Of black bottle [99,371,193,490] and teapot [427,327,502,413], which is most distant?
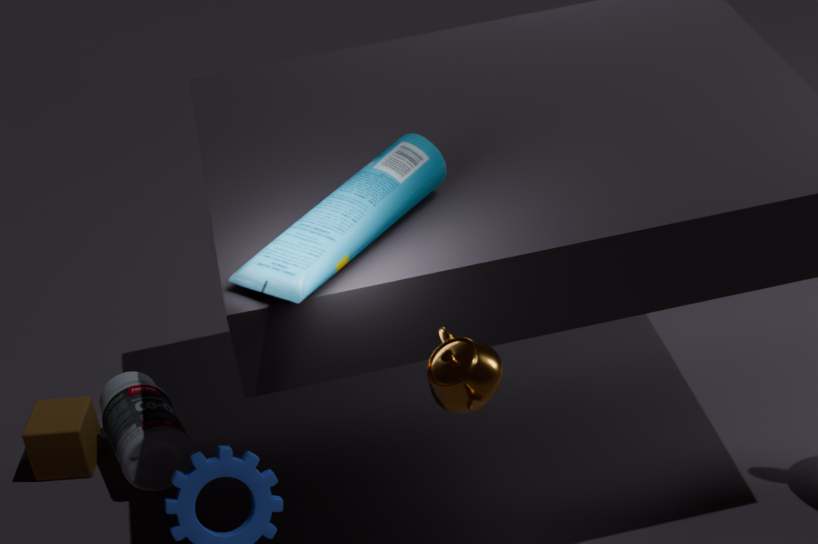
black bottle [99,371,193,490]
